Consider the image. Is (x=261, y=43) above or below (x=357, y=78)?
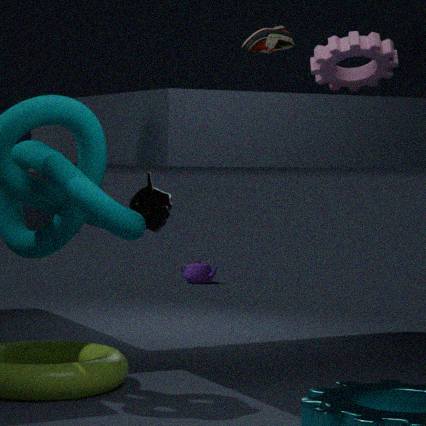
above
